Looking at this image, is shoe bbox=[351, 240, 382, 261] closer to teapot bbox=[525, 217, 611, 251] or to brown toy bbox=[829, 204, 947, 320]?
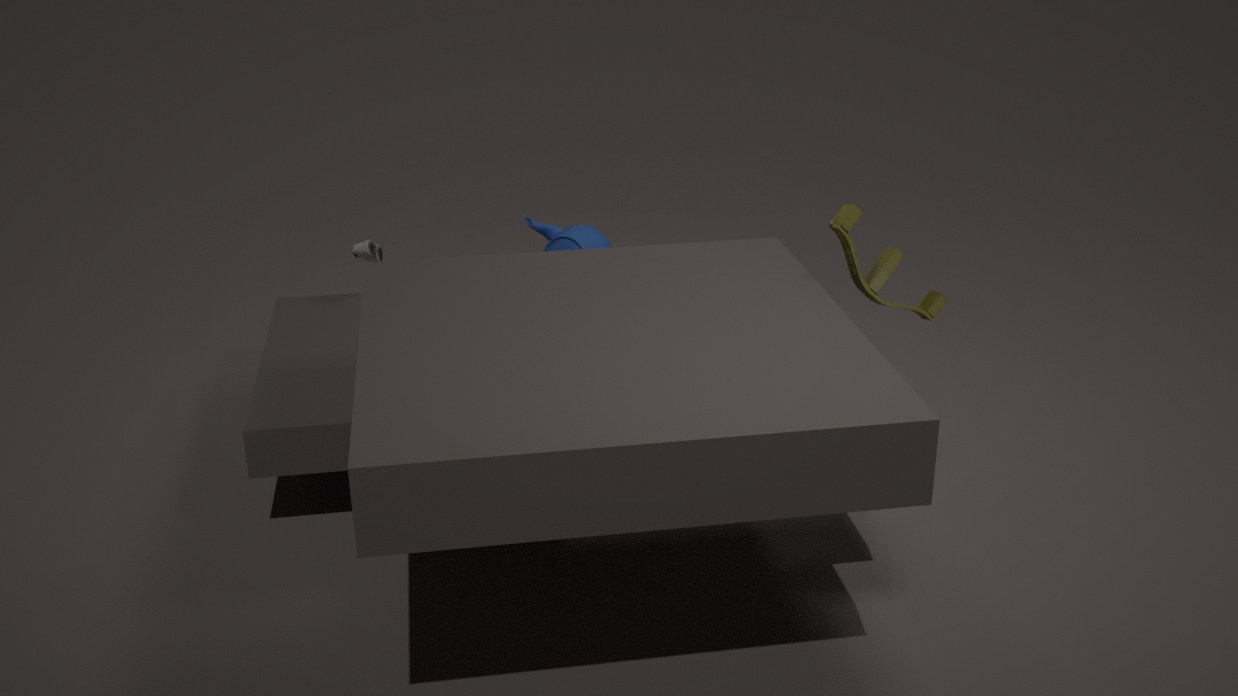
teapot bbox=[525, 217, 611, 251]
